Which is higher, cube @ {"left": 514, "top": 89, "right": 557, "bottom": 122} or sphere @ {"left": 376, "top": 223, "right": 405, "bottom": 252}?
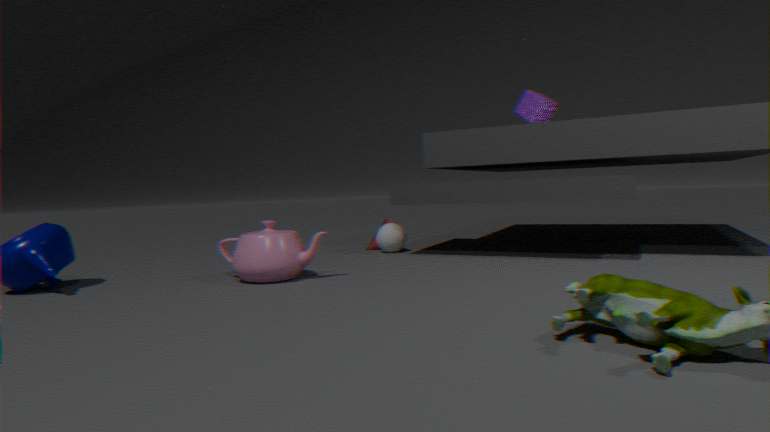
cube @ {"left": 514, "top": 89, "right": 557, "bottom": 122}
